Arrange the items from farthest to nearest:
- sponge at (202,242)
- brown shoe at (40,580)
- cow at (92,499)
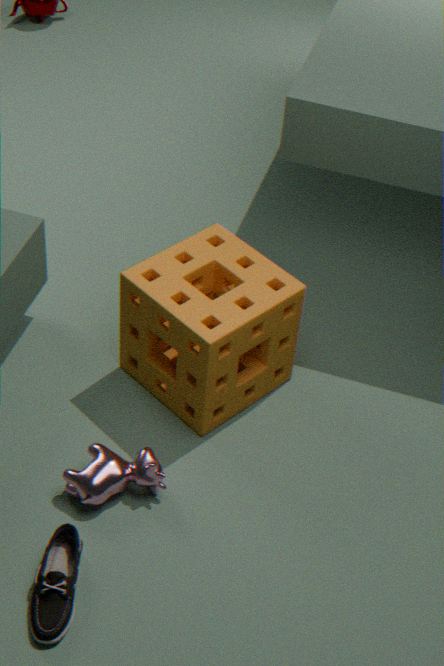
sponge at (202,242) → cow at (92,499) → brown shoe at (40,580)
